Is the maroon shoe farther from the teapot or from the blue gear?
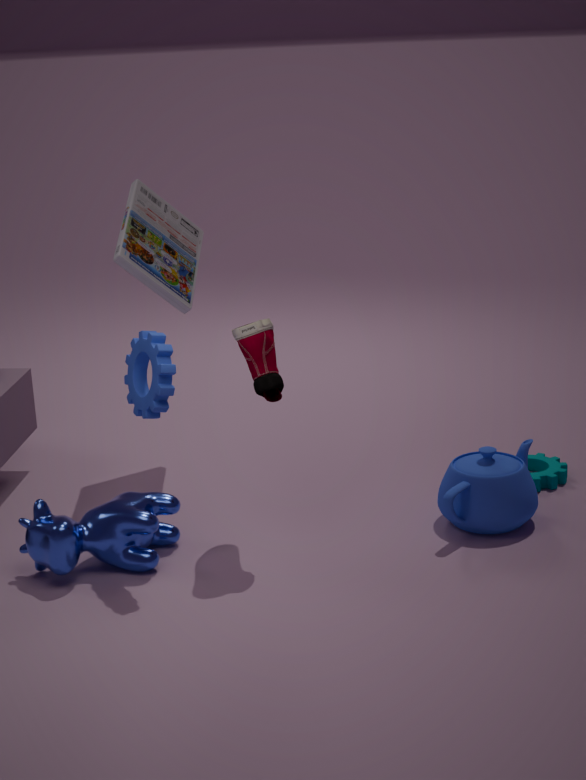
the teapot
